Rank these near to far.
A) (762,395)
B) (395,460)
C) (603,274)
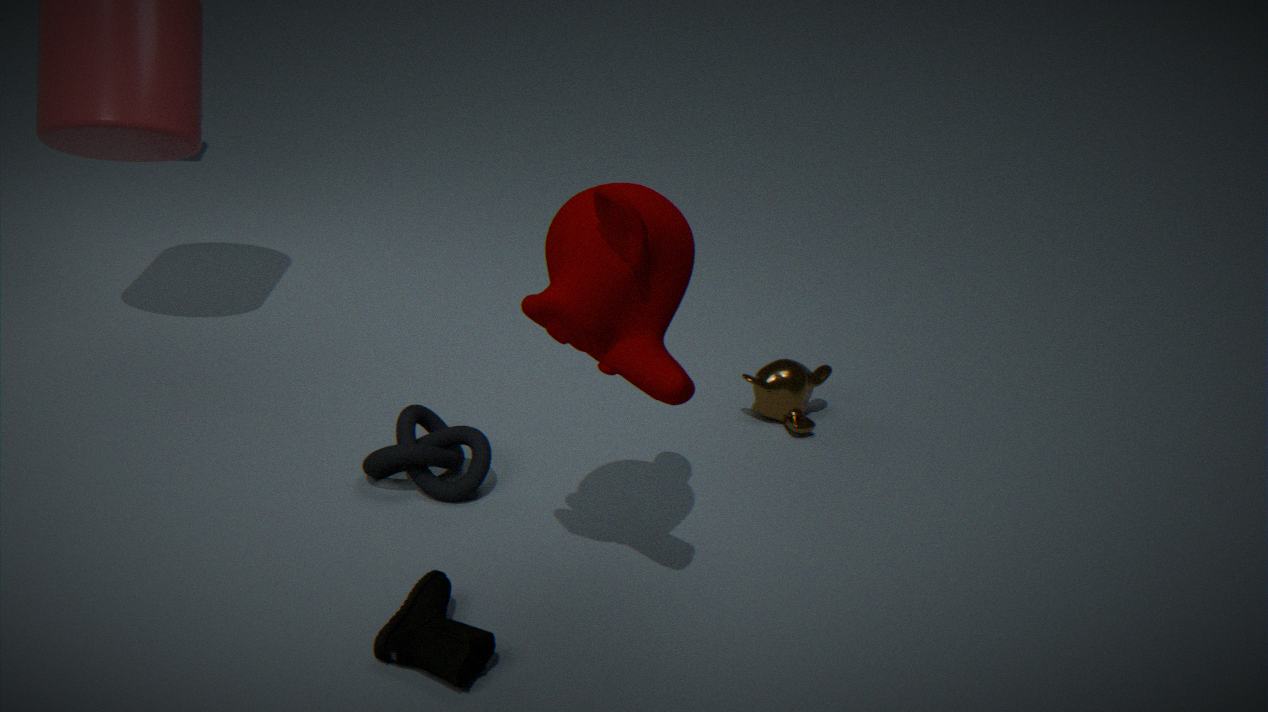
(603,274), (395,460), (762,395)
